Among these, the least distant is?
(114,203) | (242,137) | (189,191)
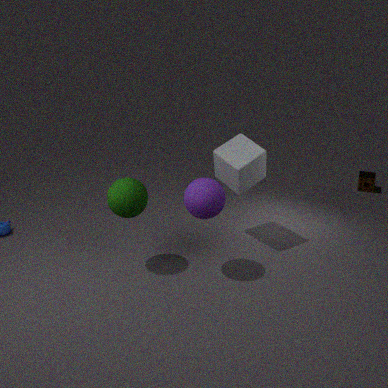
(189,191)
